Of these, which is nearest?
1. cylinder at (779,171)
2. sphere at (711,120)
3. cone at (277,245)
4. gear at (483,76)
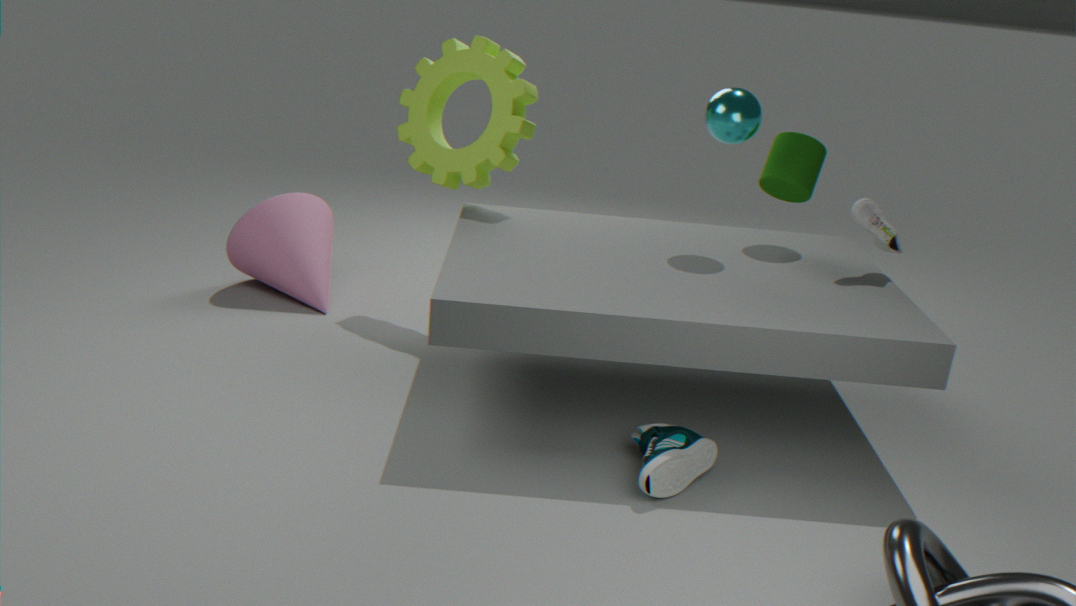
sphere at (711,120)
